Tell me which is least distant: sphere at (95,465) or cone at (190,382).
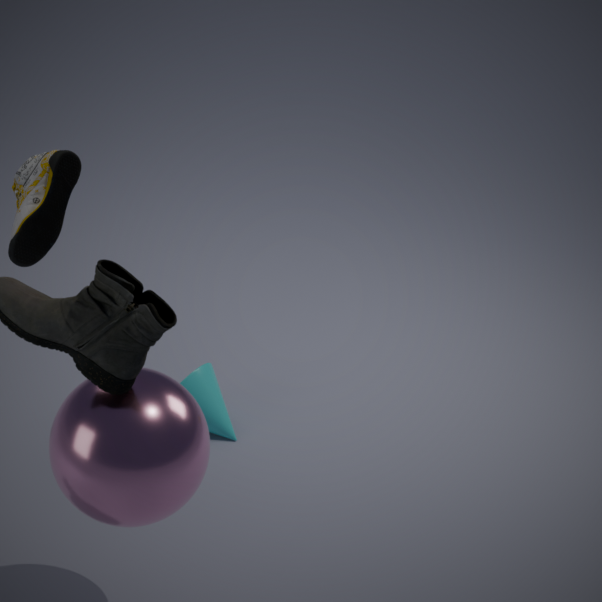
sphere at (95,465)
